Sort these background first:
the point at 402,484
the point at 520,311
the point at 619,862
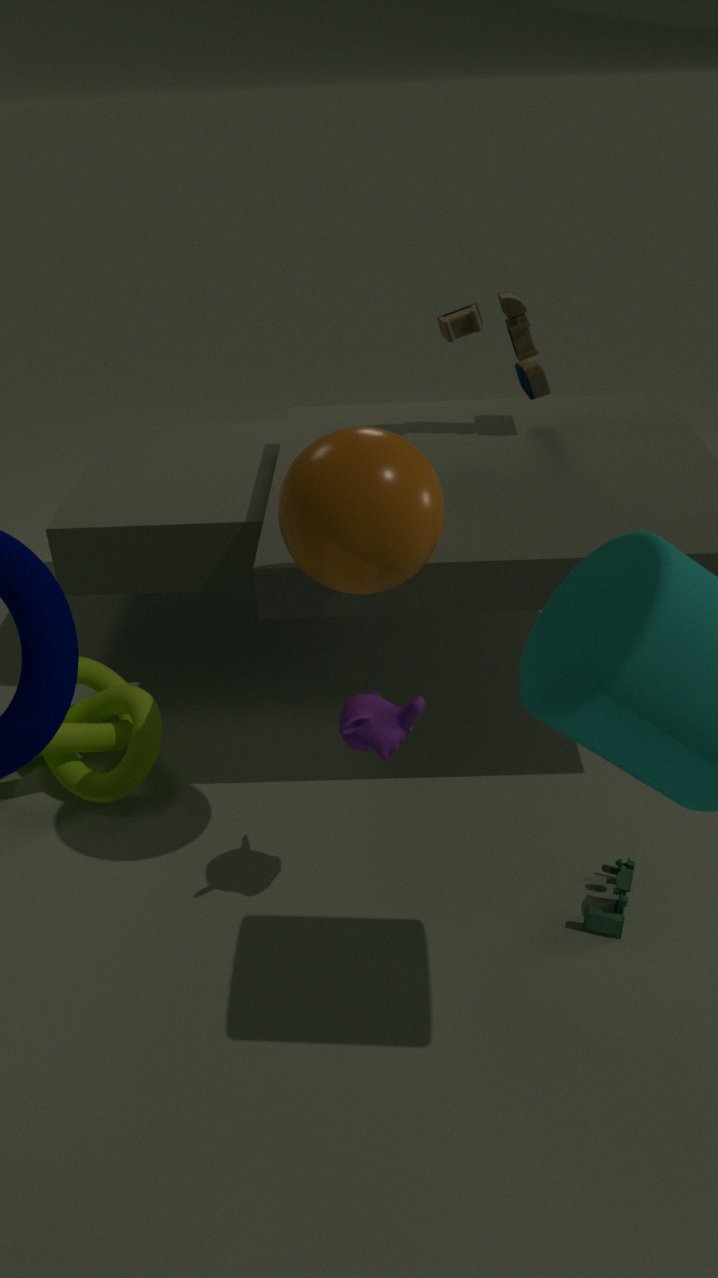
the point at 520,311
the point at 619,862
the point at 402,484
